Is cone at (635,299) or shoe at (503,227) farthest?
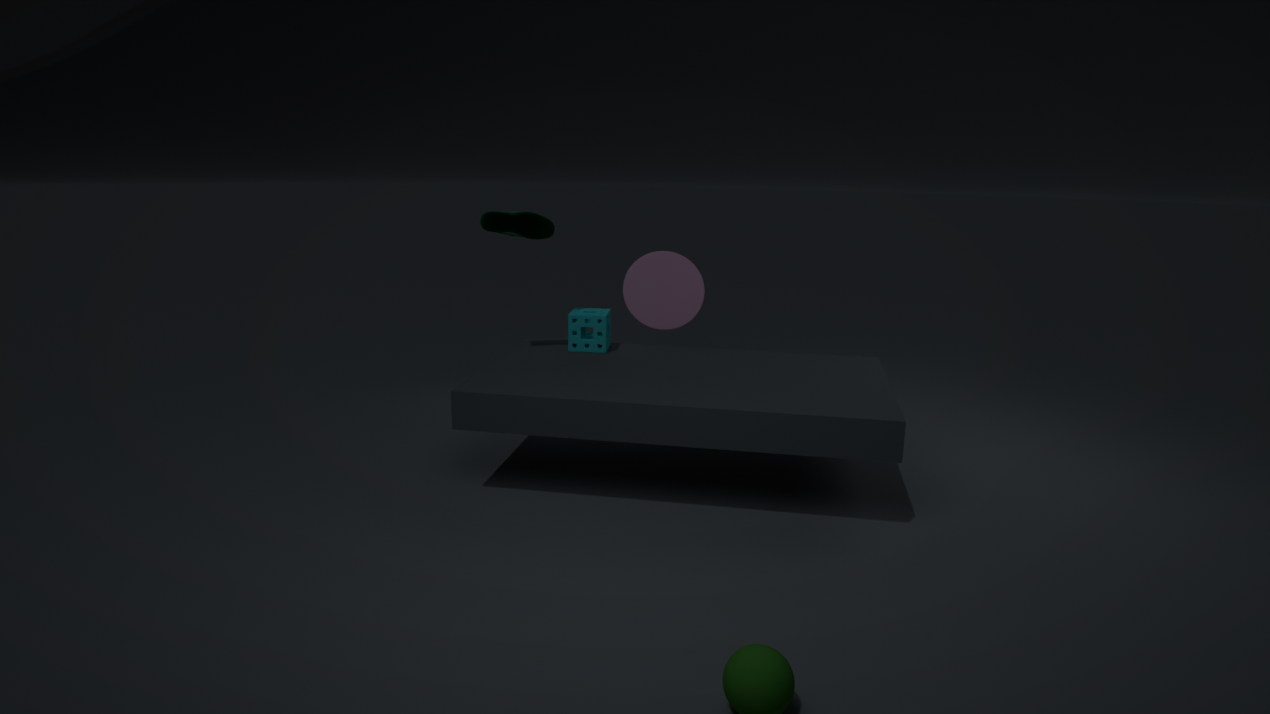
cone at (635,299)
